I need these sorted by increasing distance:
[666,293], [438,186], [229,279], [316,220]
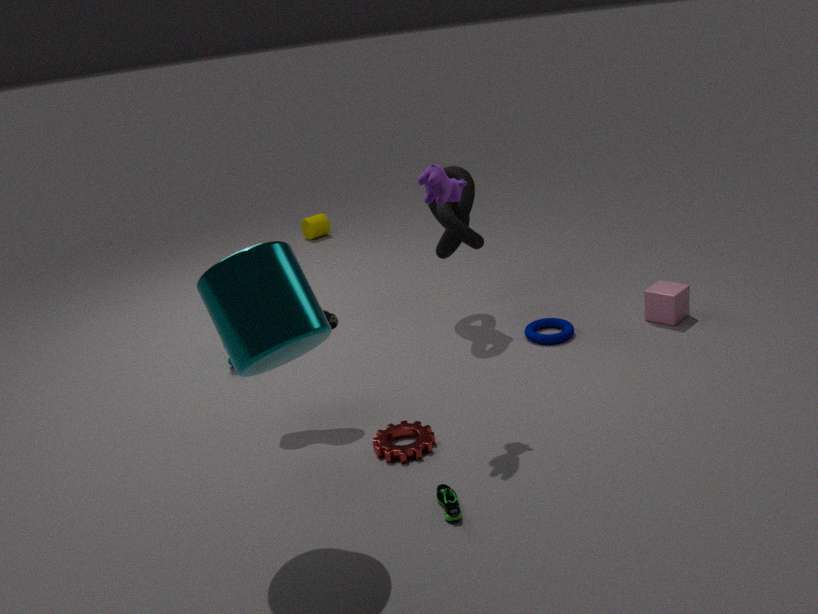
[229,279] < [438,186] < [666,293] < [316,220]
